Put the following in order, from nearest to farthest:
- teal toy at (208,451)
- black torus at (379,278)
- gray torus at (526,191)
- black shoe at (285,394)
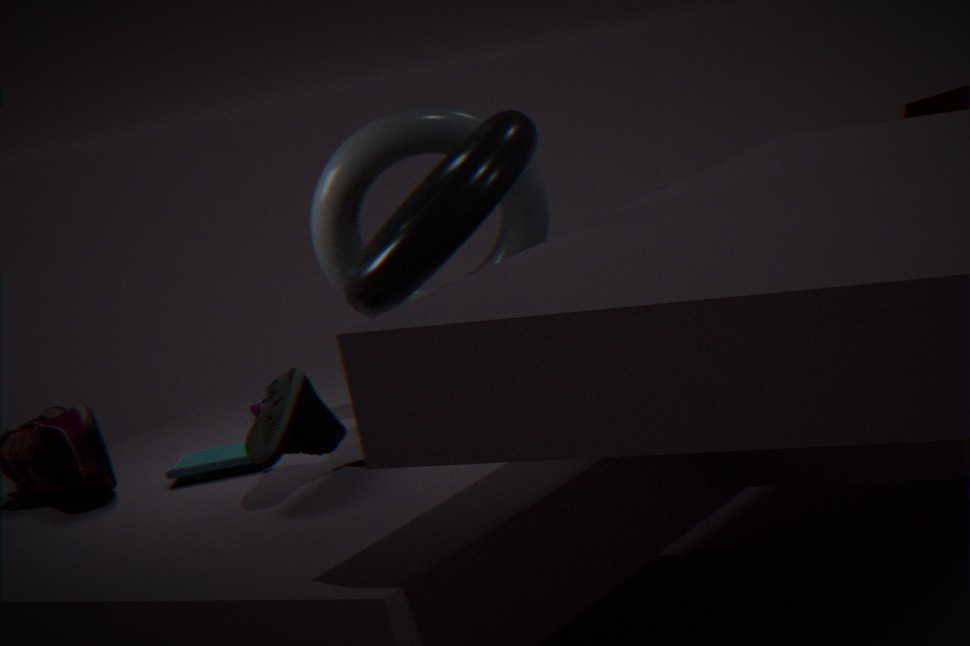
black torus at (379,278) → black shoe at (285,394) → teal toy at (208,451) → gray torus at (526,191)
